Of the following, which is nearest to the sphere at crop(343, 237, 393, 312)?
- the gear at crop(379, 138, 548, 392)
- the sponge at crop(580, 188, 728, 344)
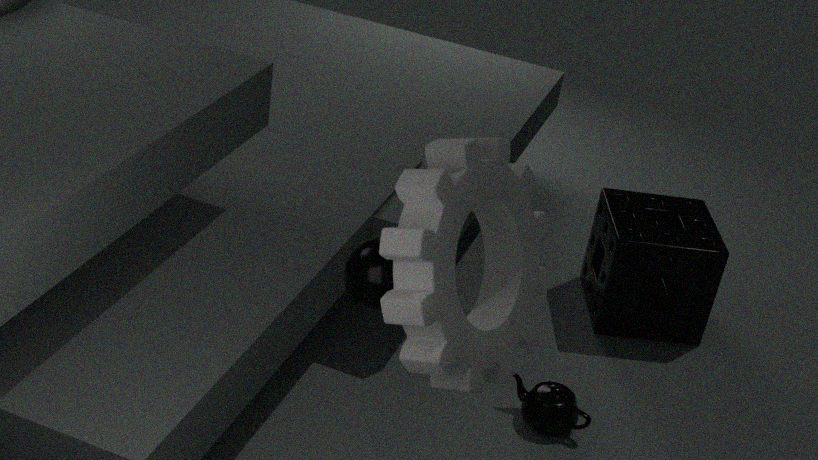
the gear at crop(379, 138, 548, 392)
